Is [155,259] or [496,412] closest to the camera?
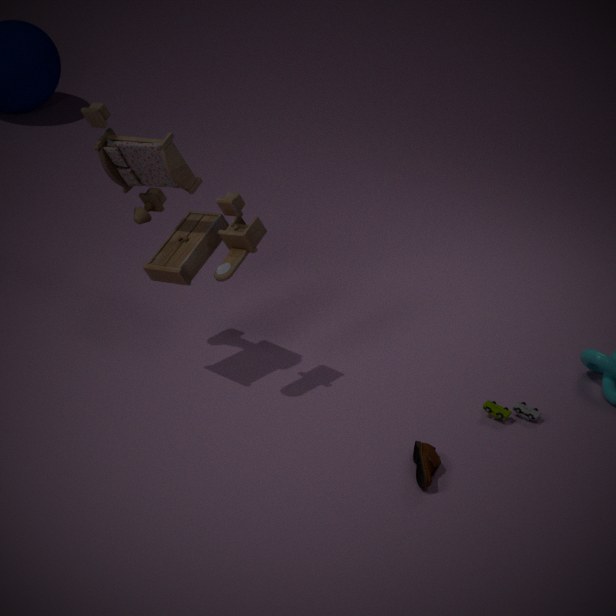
[155,259]
